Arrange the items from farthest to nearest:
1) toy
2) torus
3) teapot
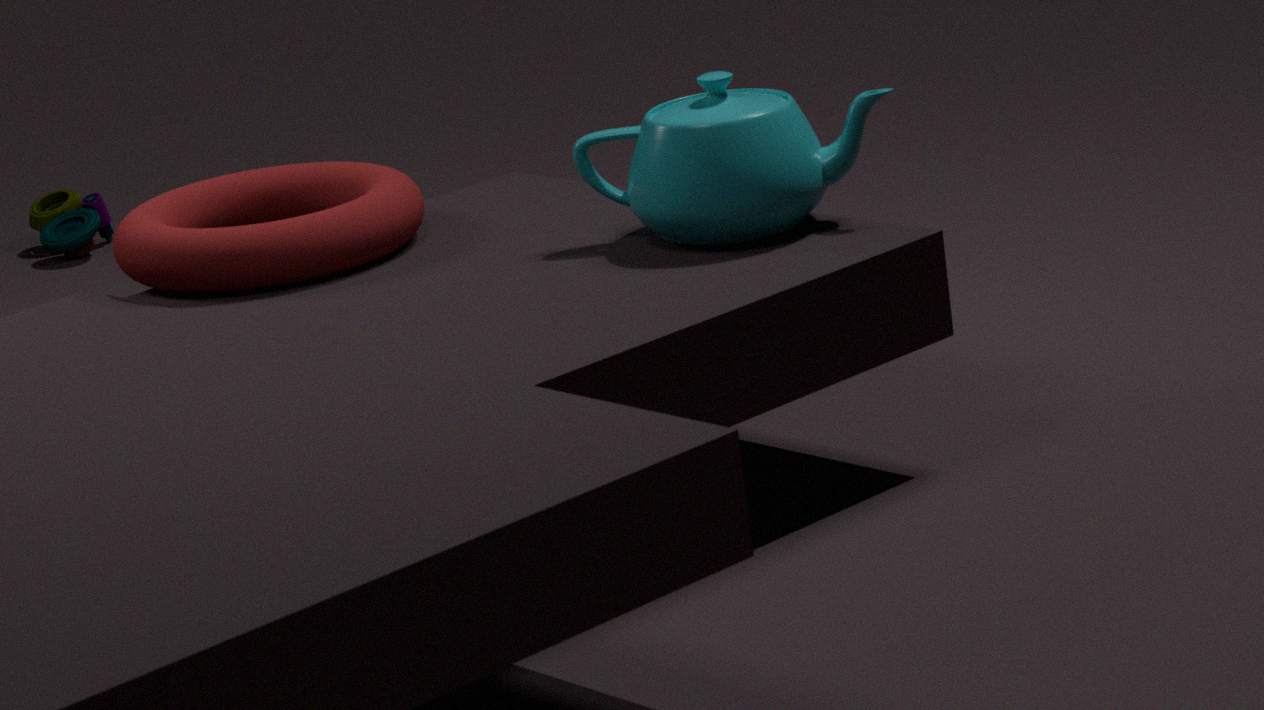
1. toy < 2. torus < 3. teapot
